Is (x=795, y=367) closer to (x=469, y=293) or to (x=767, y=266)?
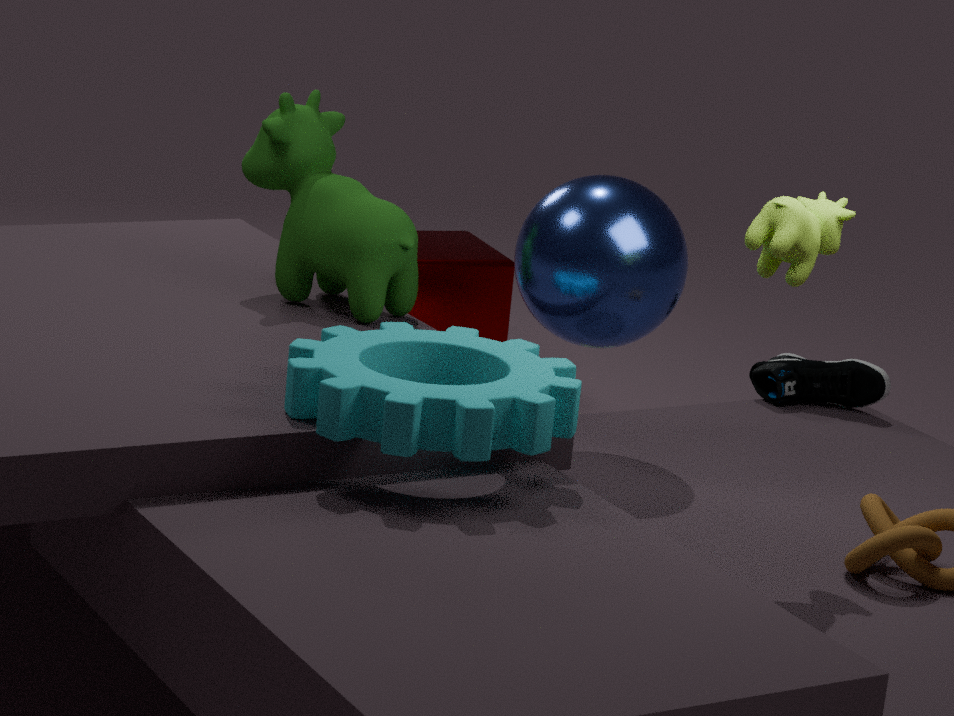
(x=767, y=266)
